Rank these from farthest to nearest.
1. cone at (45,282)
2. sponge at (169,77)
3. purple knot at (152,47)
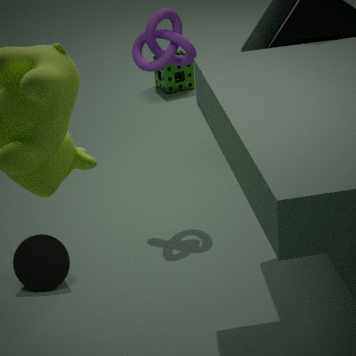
1. sponge at (169,77)
2. purple knot at (152,47)
3. cone at (45,282)
